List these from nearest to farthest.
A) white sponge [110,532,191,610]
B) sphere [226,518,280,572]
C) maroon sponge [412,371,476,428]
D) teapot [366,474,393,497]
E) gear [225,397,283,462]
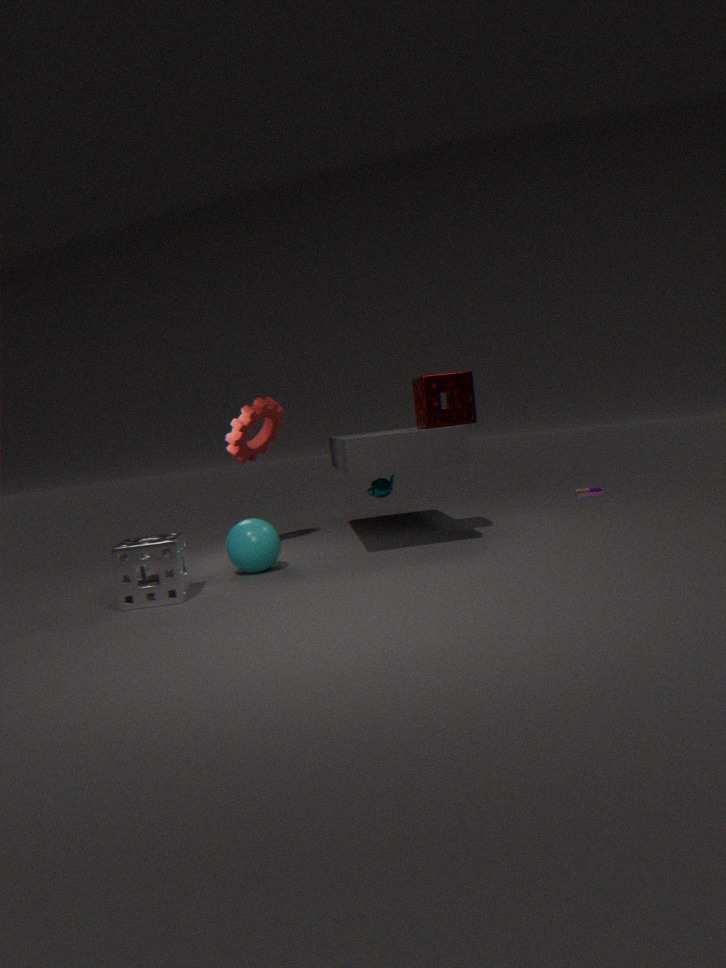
A. white sponge [110,532,191,610], B. sphere [226,518,280,572], C. maroon sponge [412,371,476,428], D. teapot [366,474,393,497], E. gear [225,397,283,462]
